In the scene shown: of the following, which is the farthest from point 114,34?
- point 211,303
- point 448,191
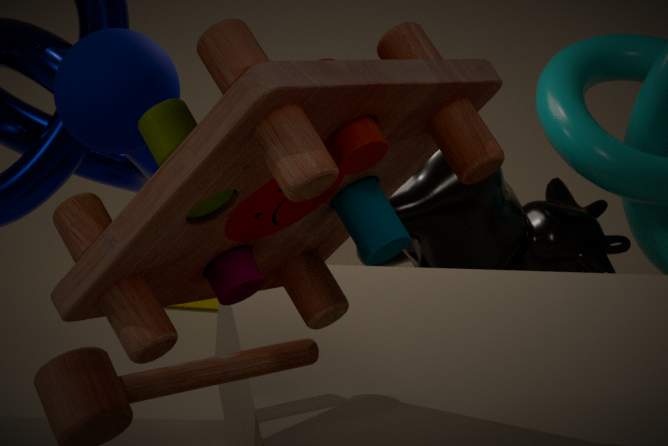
point 211,303
